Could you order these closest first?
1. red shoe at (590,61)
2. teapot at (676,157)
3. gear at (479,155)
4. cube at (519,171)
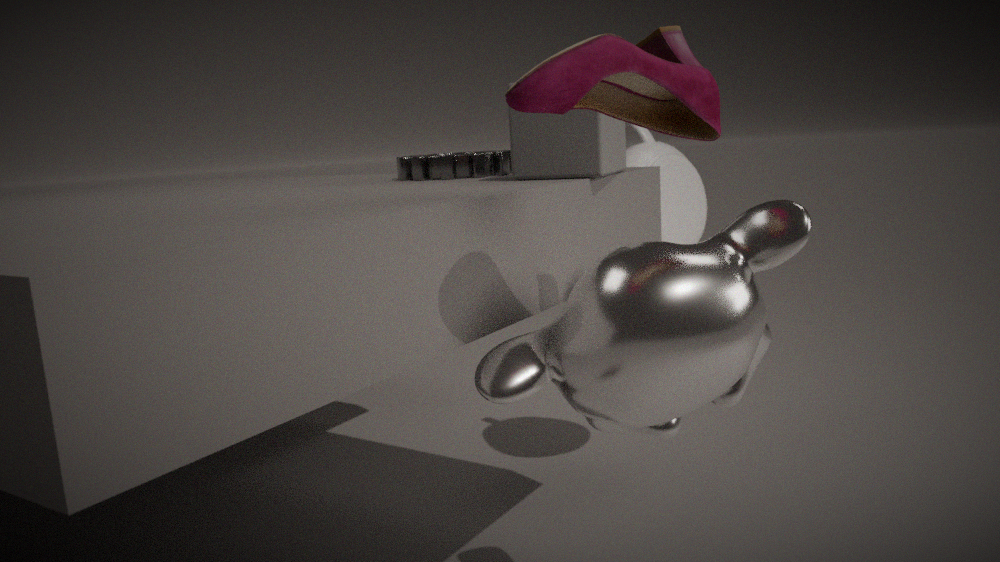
red shoe at (590,61) < cube at (519,171) < gear at (479,155) < teapot at (676,157)
